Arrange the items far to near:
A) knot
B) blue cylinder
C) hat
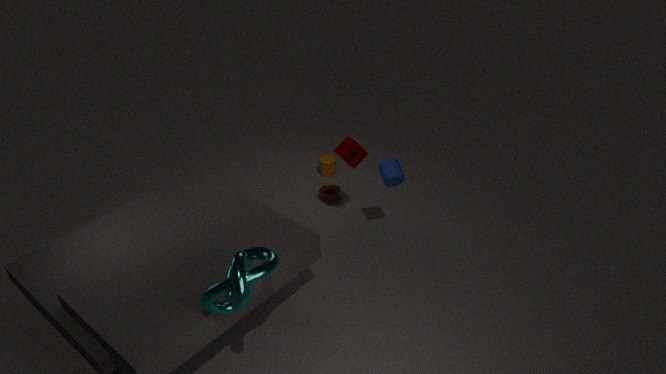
hat, blue cylinder, knot
